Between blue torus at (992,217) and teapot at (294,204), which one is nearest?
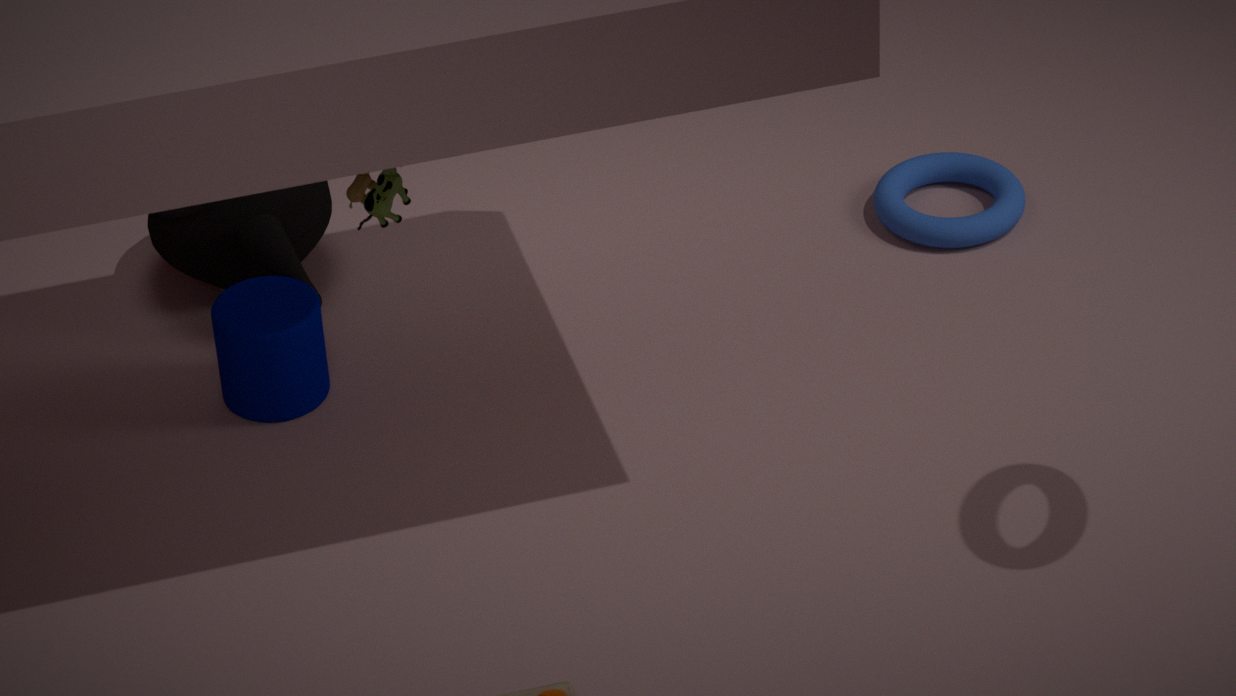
teapot at (294,204)
